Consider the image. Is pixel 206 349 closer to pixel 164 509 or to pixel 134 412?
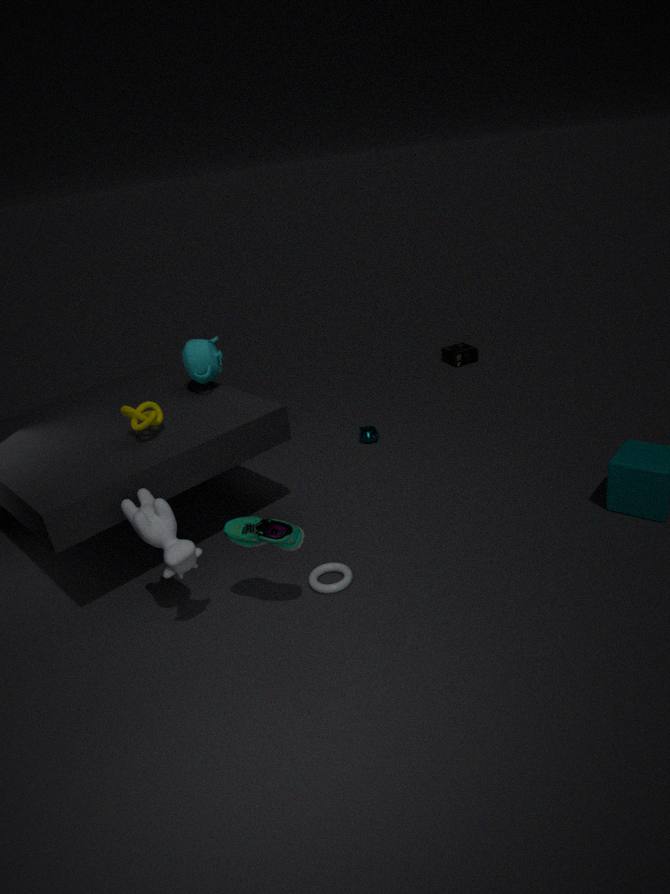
pixel 134 412
